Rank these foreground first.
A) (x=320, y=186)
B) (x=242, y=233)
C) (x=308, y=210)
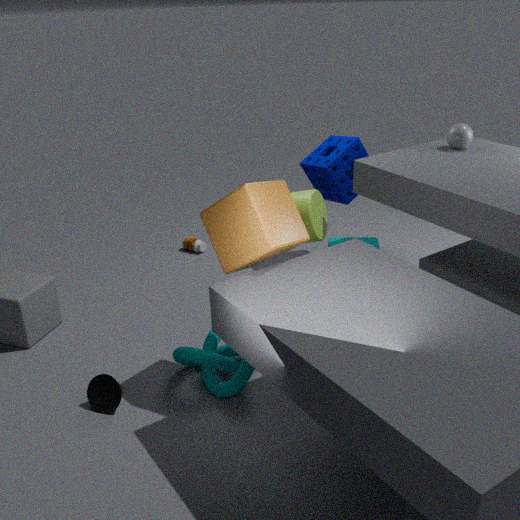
(x=242, y=233)
(x=308, y=210)
(x=320, y=186)
